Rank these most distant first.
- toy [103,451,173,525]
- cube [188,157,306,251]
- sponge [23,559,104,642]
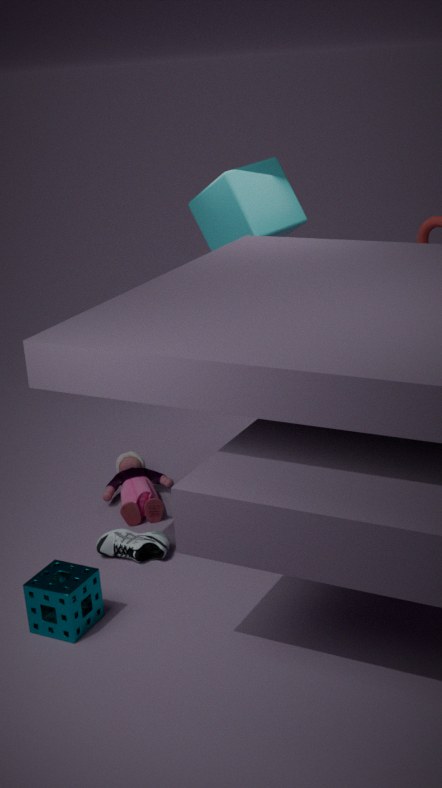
cube [188,157,306,251]
toy [103,451,173,525]
sponge [23,559,104,642]
